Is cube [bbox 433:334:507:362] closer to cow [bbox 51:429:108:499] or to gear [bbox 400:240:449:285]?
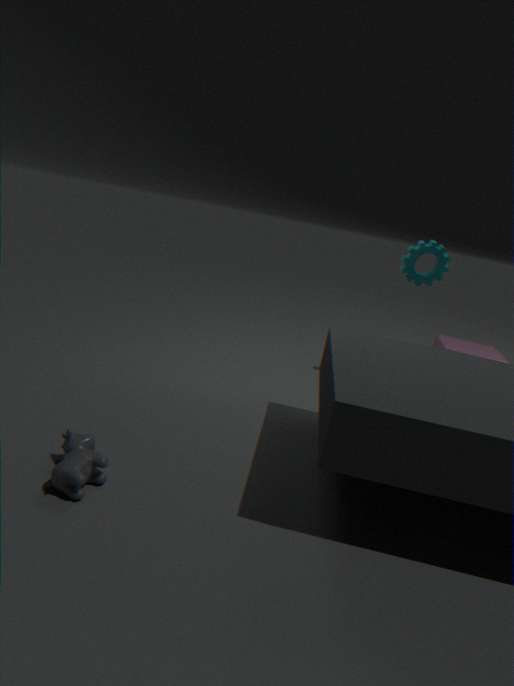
gear [bbox 400:240:449:285]
